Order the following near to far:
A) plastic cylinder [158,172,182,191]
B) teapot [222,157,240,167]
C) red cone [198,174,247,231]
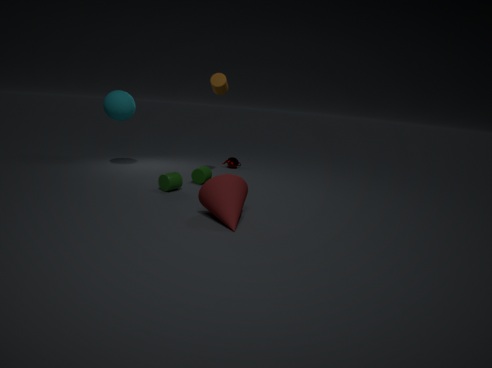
red cone [198,174,247,231] → plastic cylinder [158,172,182,191] → teapot [222,157,240,167]
